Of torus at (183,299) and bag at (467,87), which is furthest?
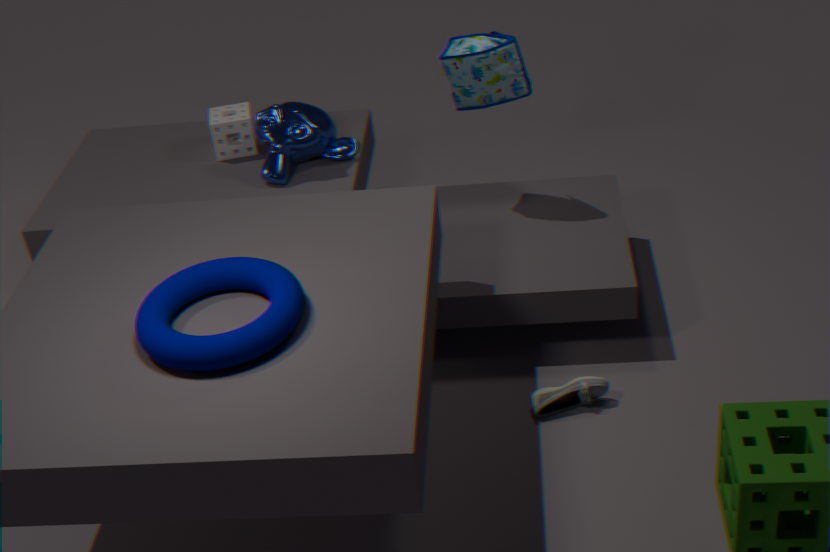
bag at (467,87)
